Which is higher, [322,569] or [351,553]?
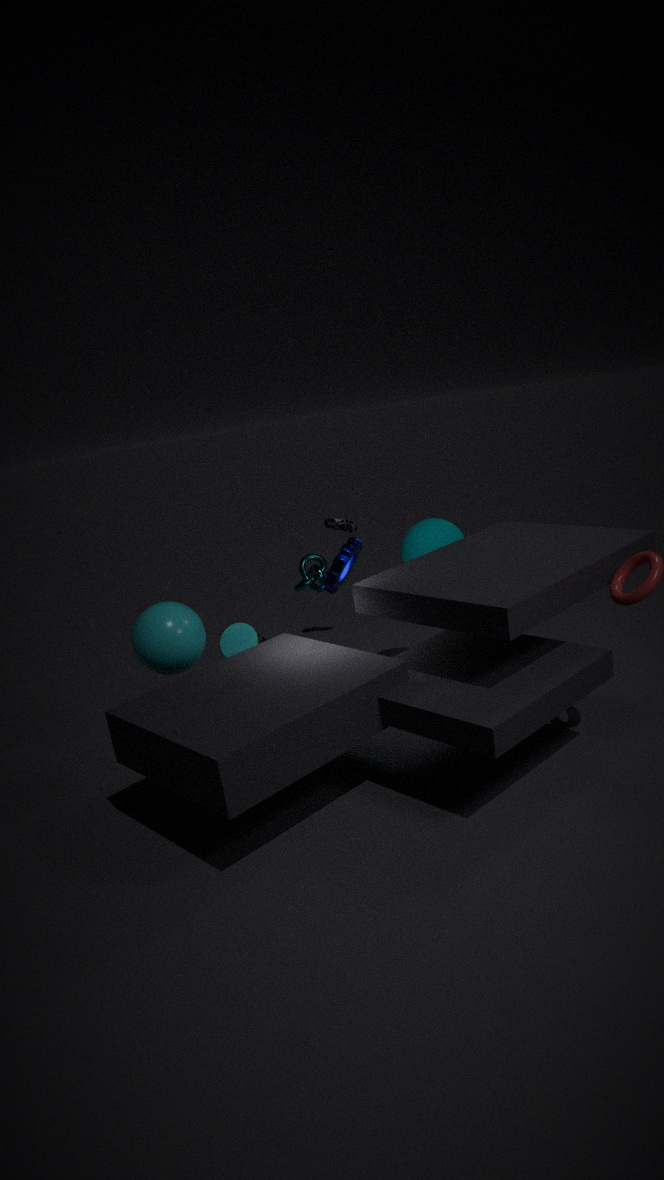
[351,553]
